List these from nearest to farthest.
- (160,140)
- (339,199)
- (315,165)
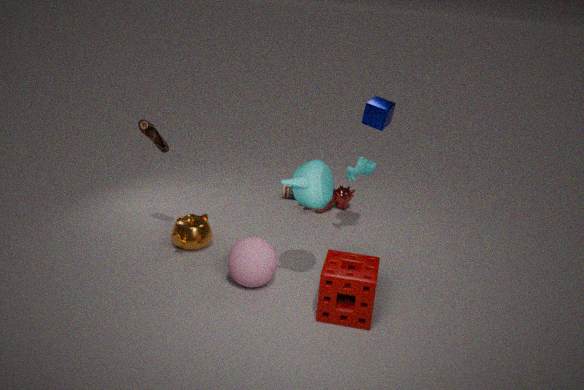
(315,165) < (160,140) < (339,199)
